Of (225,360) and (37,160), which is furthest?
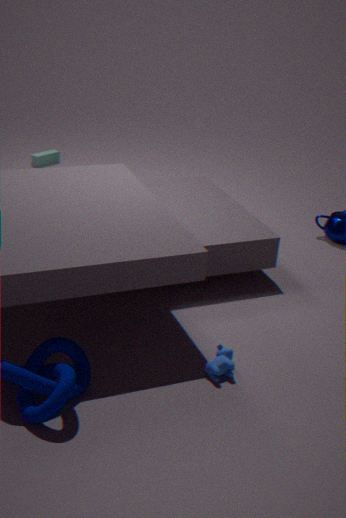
(37,160)
